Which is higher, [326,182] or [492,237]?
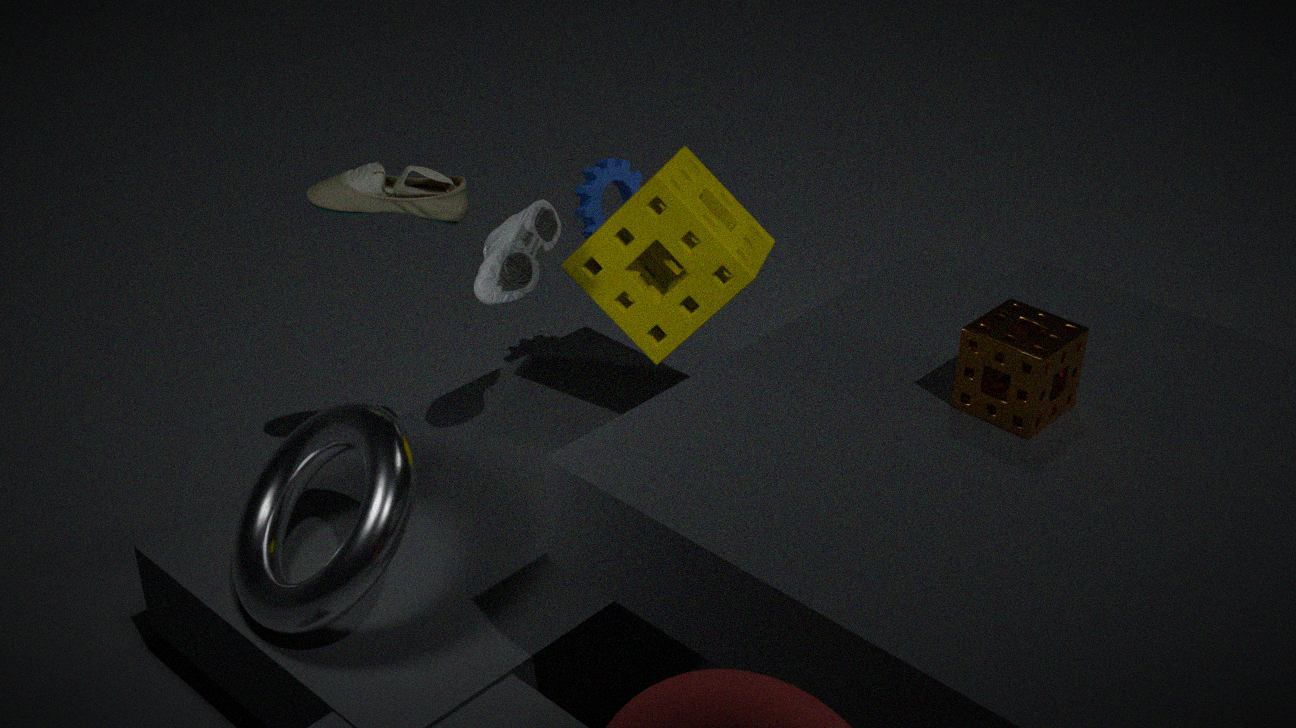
[326,182]
